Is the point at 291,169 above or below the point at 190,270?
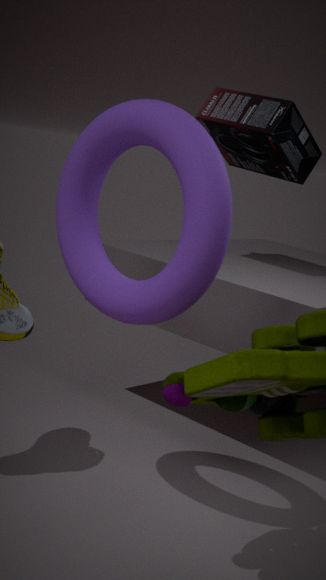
above
